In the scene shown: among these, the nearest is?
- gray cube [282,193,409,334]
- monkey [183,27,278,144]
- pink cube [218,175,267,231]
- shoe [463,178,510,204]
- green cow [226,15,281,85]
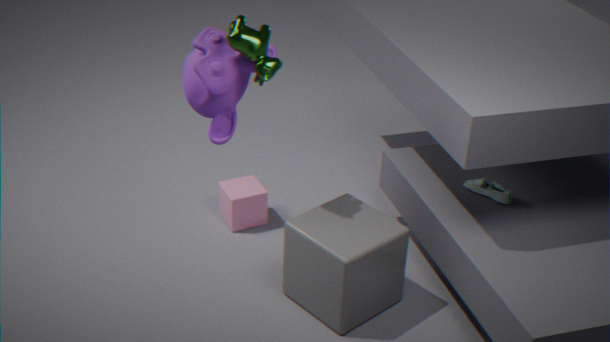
green cow [226,15,281,85]
